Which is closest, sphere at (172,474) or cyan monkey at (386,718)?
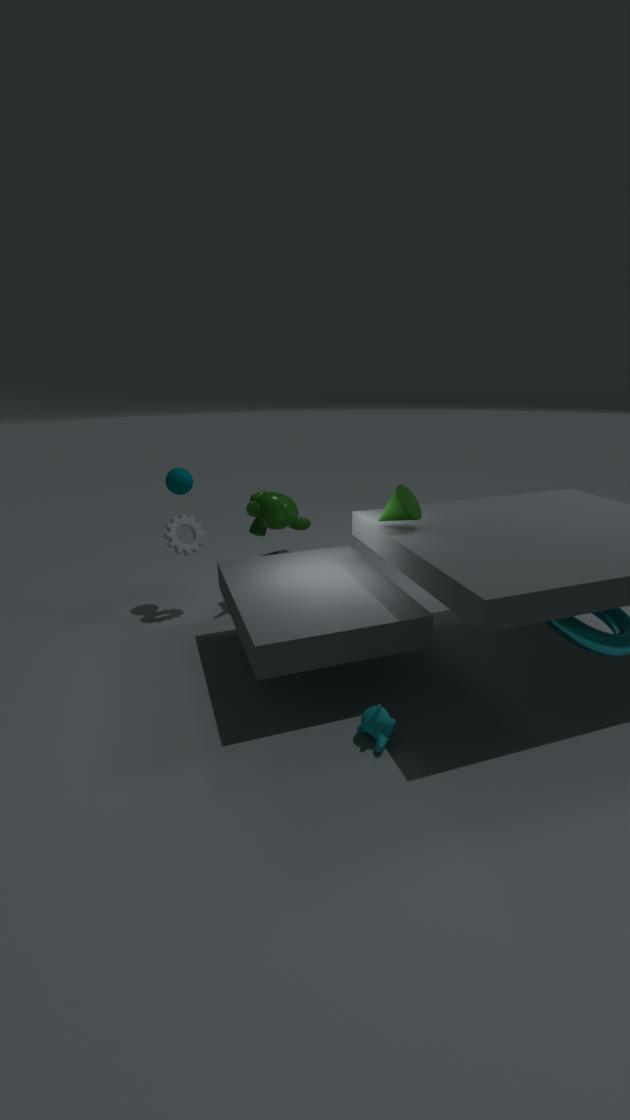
cyan monkey at (386,718)
